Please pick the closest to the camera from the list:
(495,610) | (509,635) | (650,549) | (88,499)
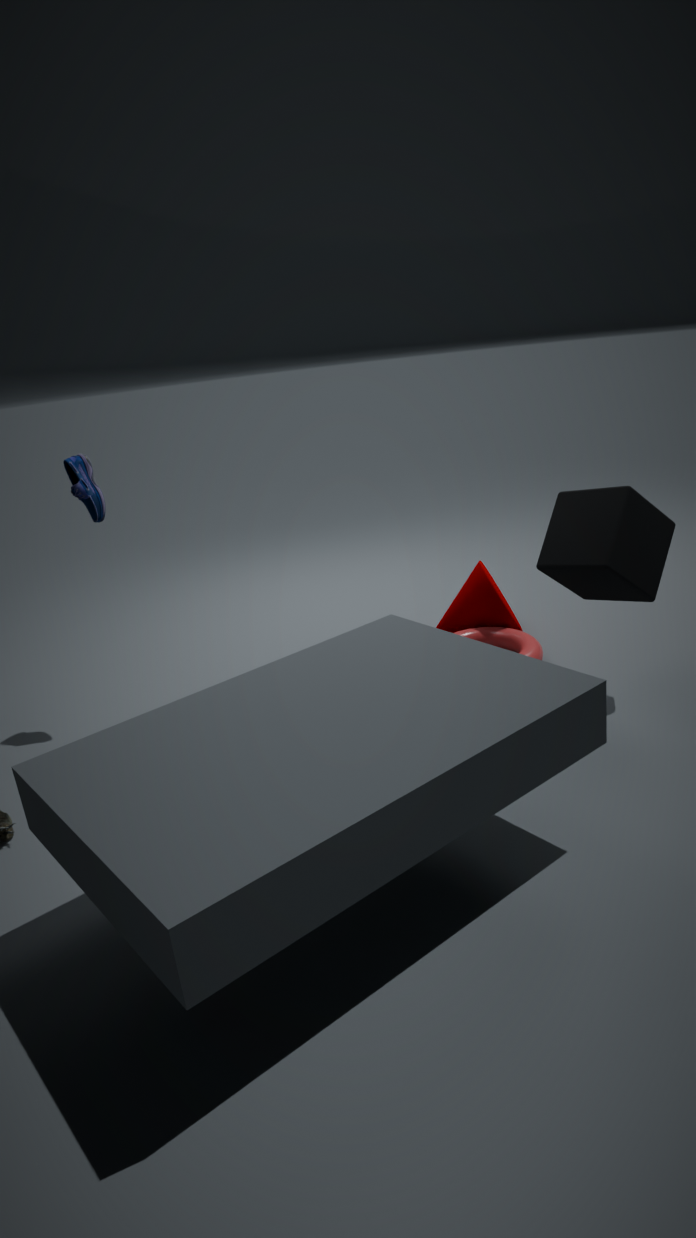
(650,549)
